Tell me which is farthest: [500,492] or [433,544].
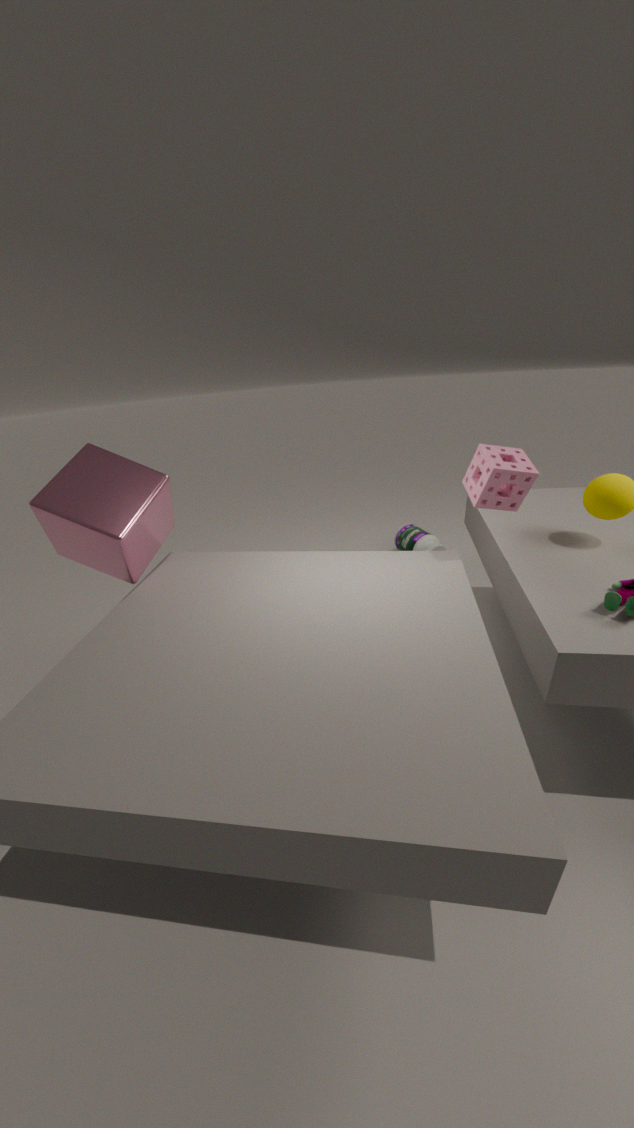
[433,544]
